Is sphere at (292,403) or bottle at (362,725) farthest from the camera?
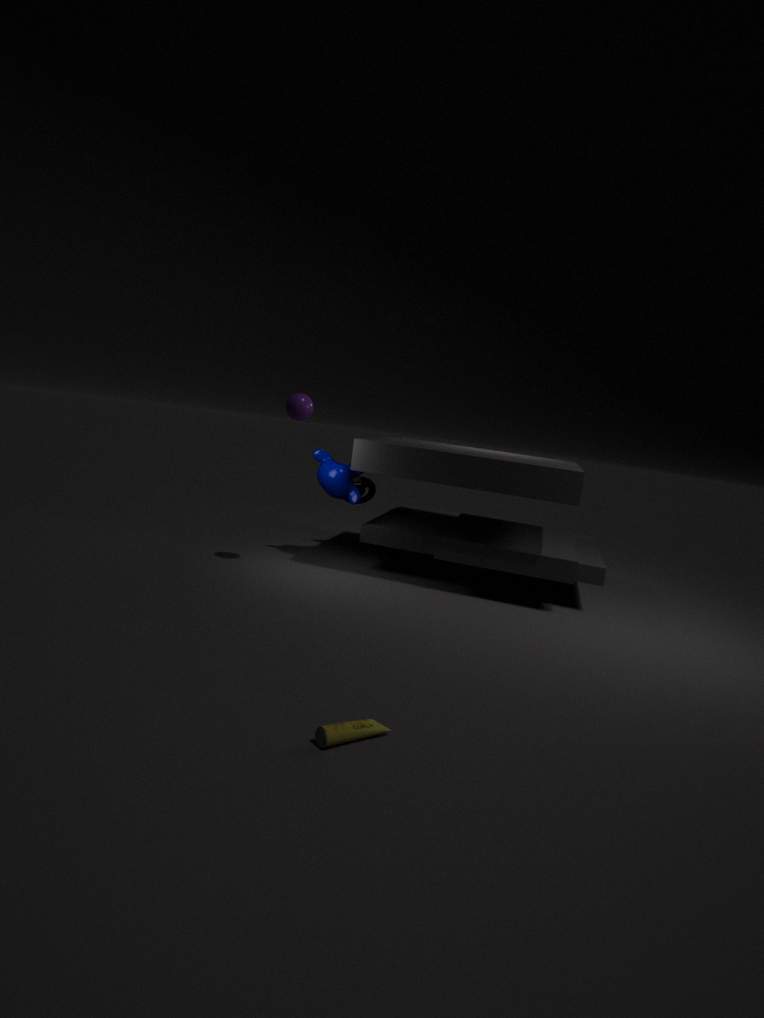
sphere at (292,403)
